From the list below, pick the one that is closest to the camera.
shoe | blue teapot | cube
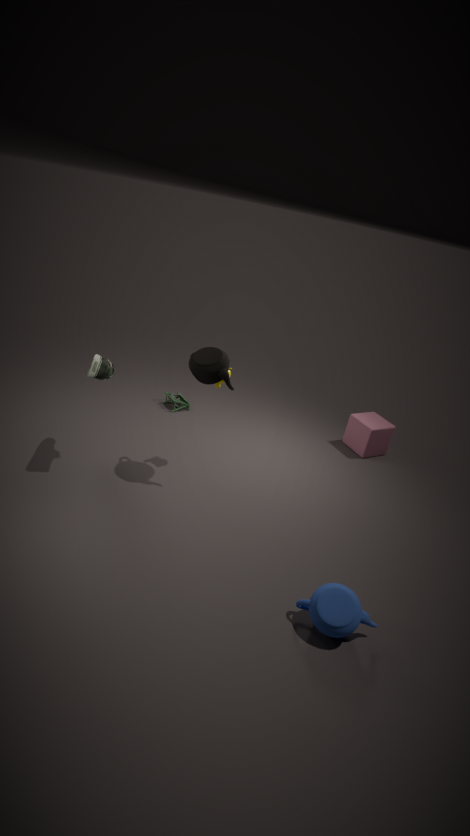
blue teapot
